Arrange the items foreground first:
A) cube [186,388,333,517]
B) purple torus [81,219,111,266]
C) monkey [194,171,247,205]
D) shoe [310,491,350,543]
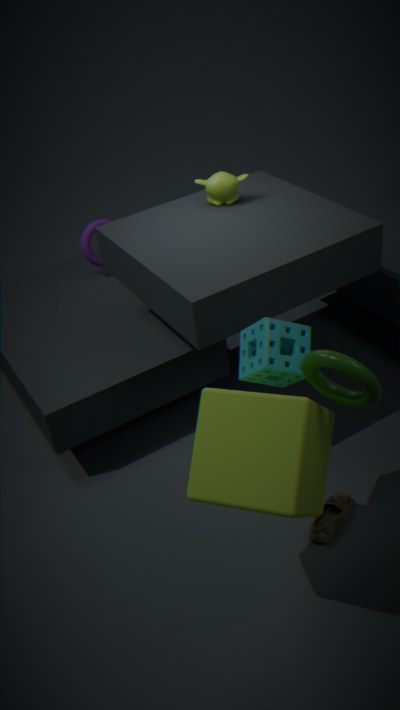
1. cube [186,388,333,517]
2. shoe [310,491,350,543]
3. monkey [194,171,247,205]
4. purple torus [81,219,111,266]
